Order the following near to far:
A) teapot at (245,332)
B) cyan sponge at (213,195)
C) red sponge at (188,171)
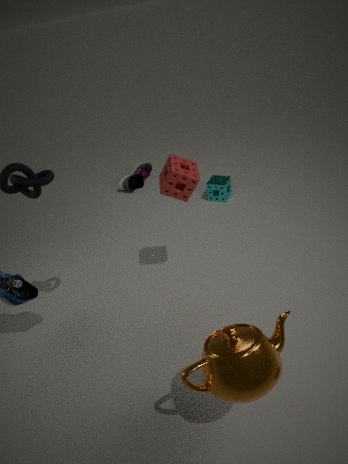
teapot at (245,332) < red sponge at (188,171) < cyan sponge at (213,195)
